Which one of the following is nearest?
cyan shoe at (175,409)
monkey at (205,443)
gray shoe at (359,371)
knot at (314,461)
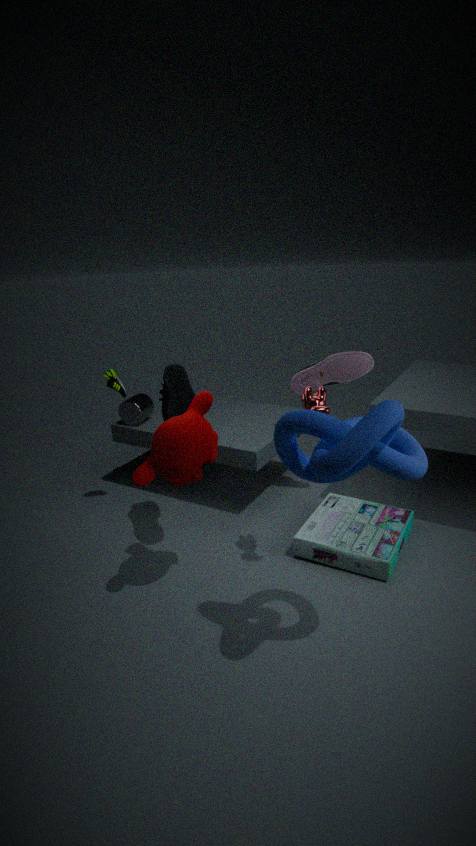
knot at (314,461)
